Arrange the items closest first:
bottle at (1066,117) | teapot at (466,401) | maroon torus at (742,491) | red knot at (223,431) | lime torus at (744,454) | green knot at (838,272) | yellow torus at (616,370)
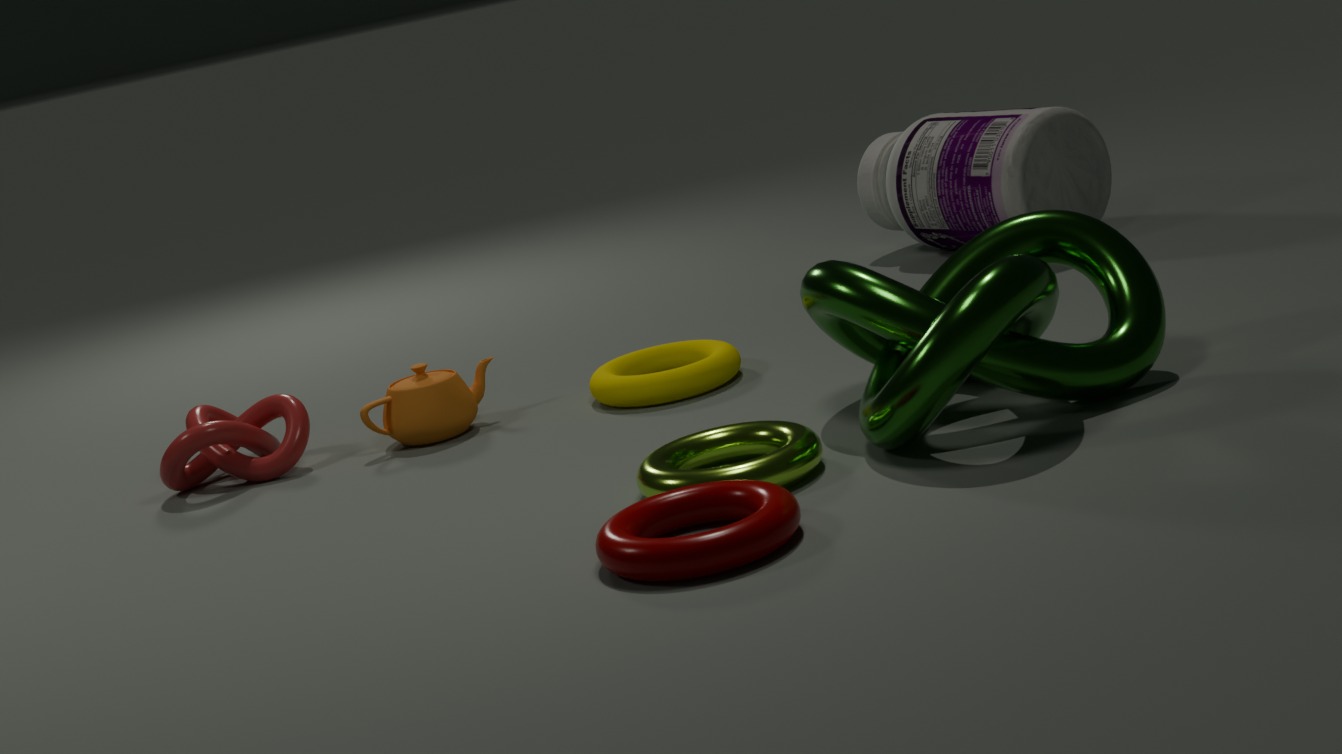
1. maroon torus at (742,491)
2. green knot at (838,272)
3. lime torus at (744,454)
4. yellow torus at (616,370)
5. red knot at (223,431)
6. teapot at (466,401)
7. bottle at (1066,117)
